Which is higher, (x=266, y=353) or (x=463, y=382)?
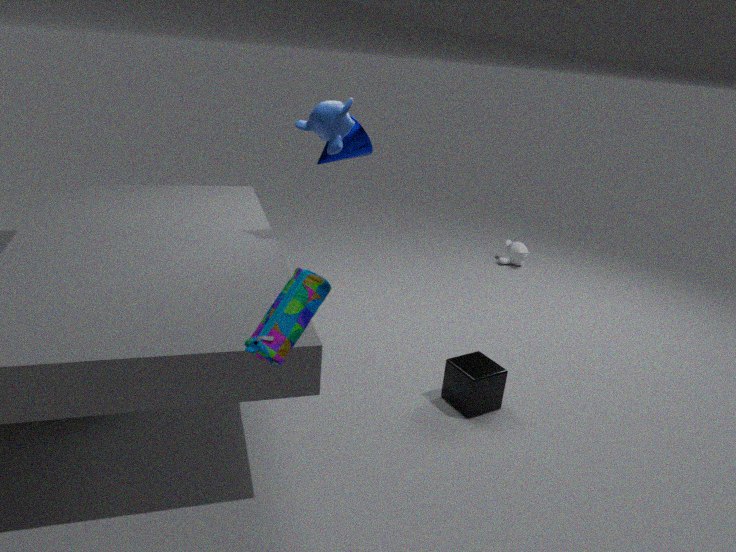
(x=266, y=353)
